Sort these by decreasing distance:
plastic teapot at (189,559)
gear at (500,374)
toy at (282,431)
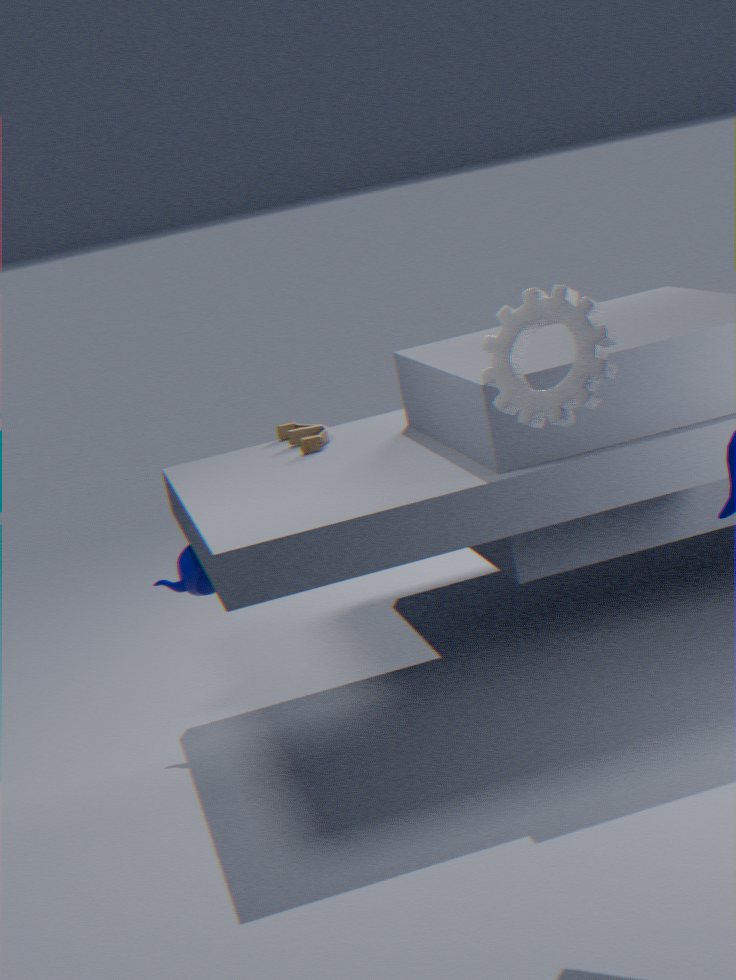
toy at (282,431) < plastic teapot at (189,559) < gear at (500,374)
